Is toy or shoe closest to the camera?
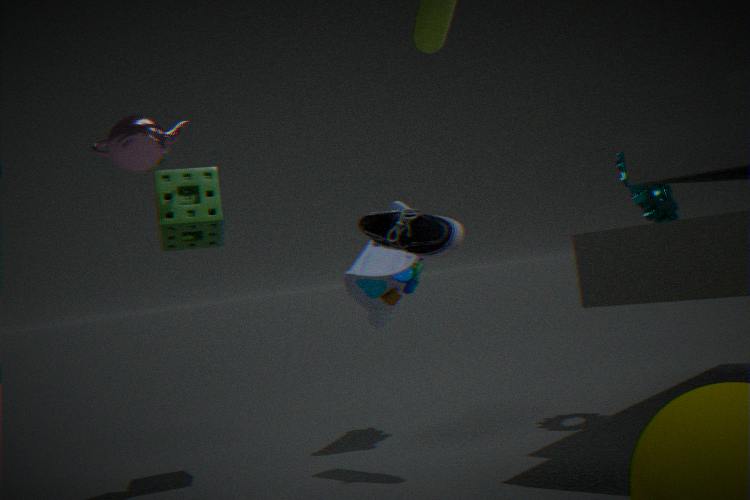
shoe
